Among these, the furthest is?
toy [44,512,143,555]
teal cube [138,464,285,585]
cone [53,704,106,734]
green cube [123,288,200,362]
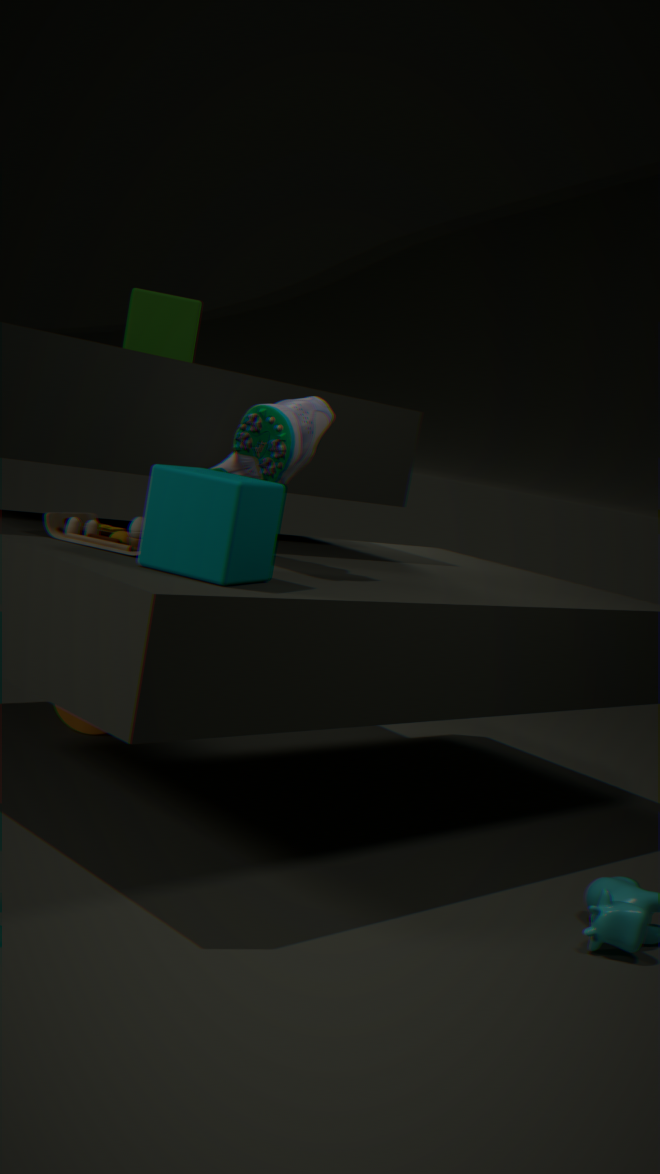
green cube [123,288,200,362]
